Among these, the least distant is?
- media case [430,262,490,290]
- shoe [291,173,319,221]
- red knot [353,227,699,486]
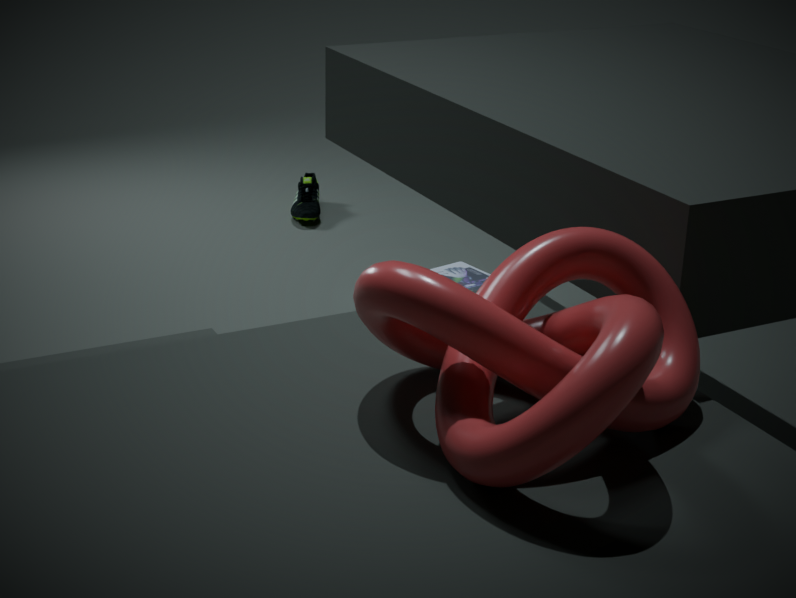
red knot [353,227,699,486]
